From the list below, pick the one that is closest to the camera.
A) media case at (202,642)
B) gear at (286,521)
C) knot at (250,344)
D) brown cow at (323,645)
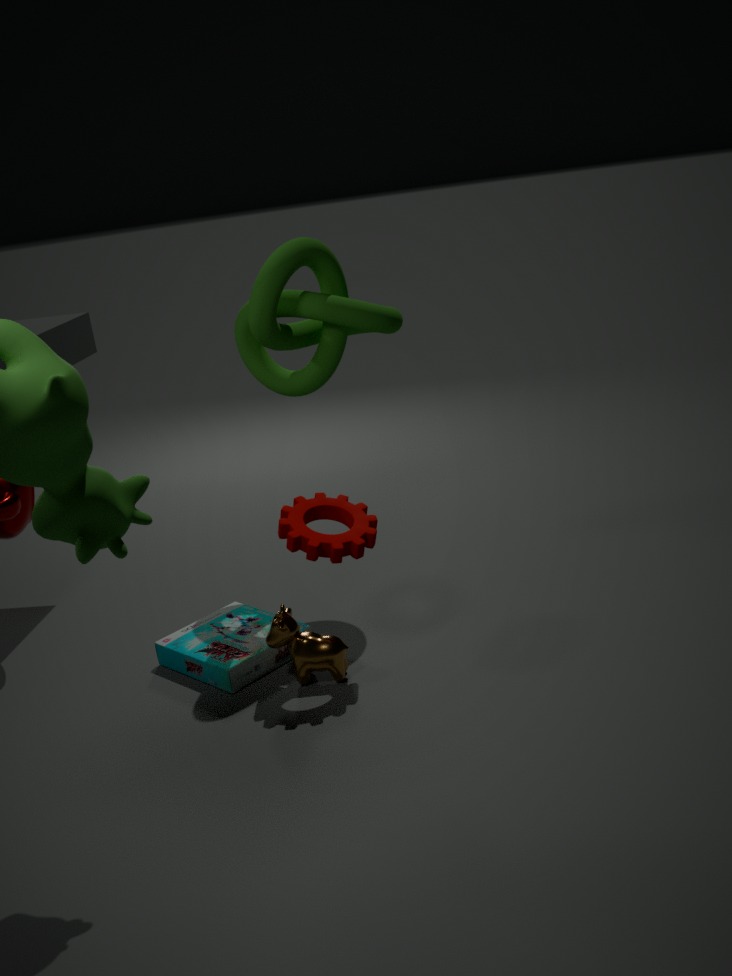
gear at (286,521)
